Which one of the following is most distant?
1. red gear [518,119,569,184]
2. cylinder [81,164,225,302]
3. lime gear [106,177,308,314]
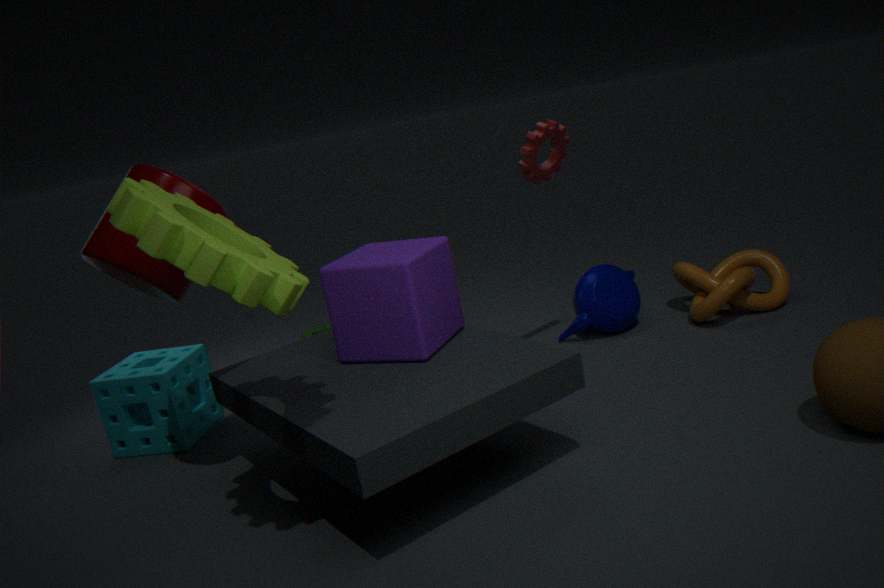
red gear [518,119,569,184]
